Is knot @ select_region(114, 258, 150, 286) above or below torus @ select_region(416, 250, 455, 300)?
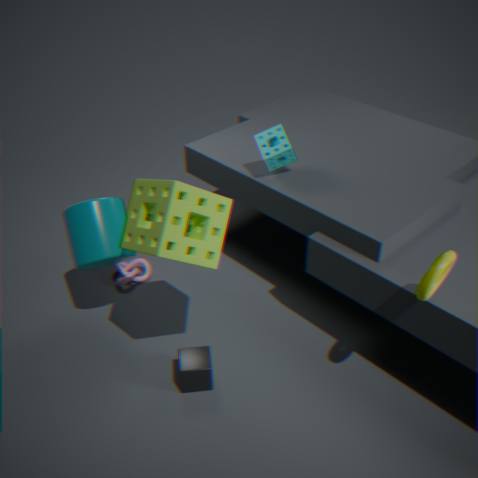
below
